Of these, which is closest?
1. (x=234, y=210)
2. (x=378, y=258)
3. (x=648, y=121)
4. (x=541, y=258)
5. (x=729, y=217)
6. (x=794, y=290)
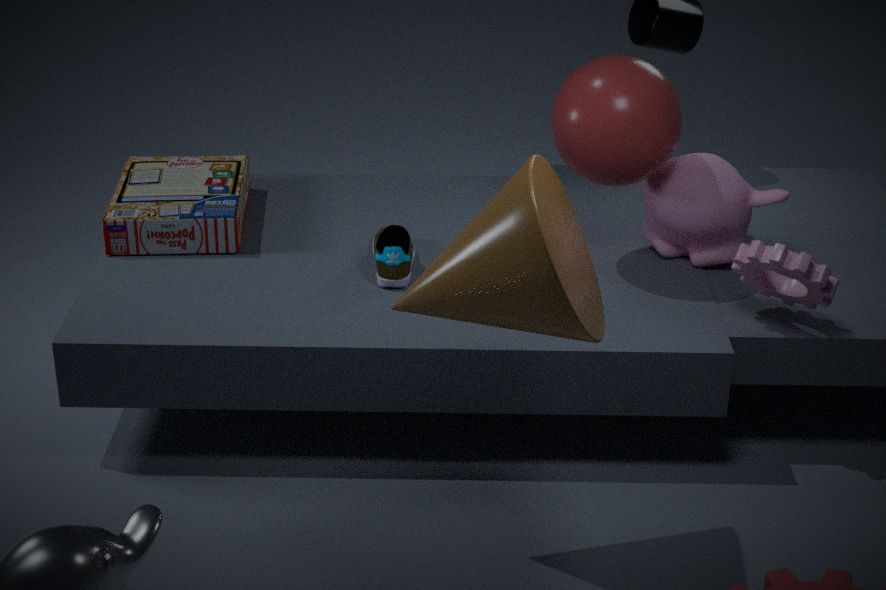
(x=541, y=258)
